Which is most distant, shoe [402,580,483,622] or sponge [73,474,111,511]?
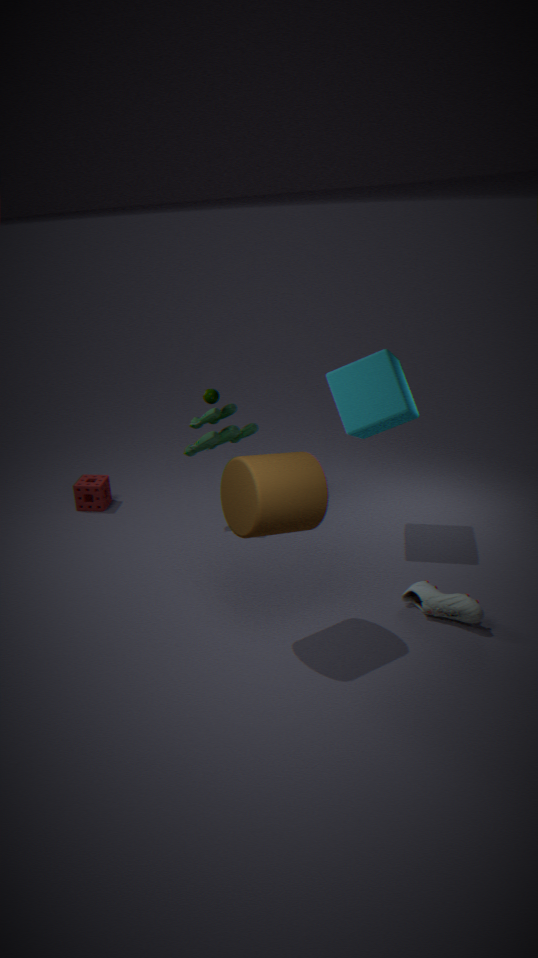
sponge [73,474,111,511]
